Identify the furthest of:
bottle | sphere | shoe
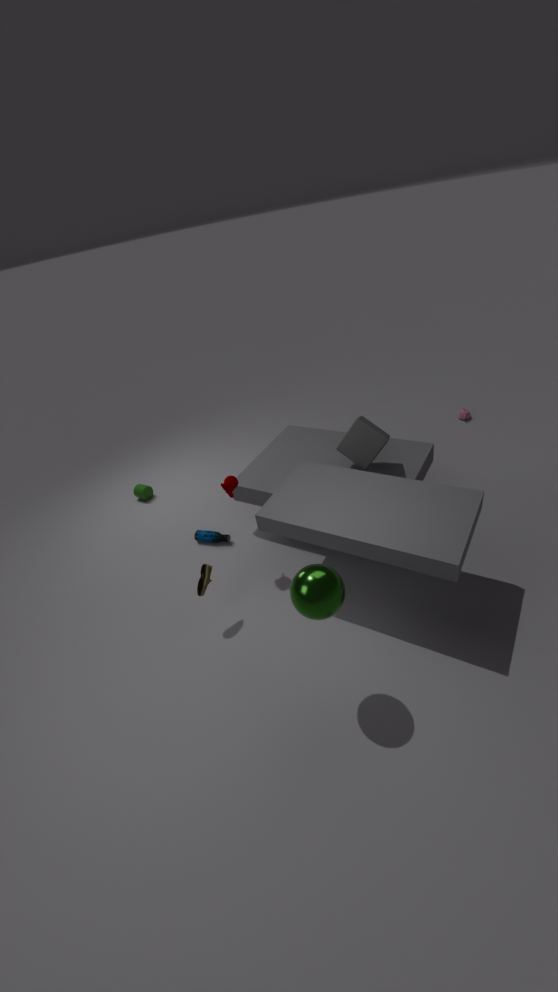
bottle
